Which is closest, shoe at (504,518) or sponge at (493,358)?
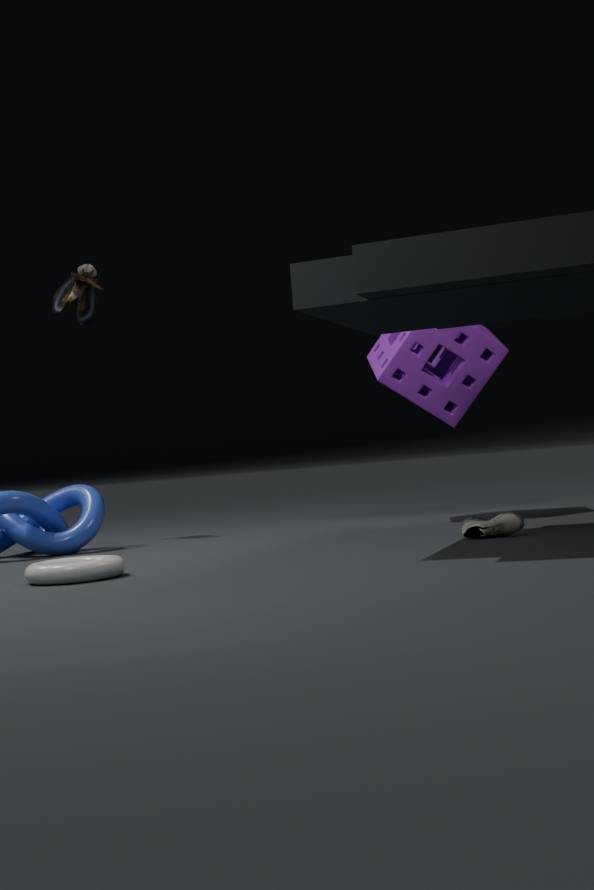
shoe at (504,518)
